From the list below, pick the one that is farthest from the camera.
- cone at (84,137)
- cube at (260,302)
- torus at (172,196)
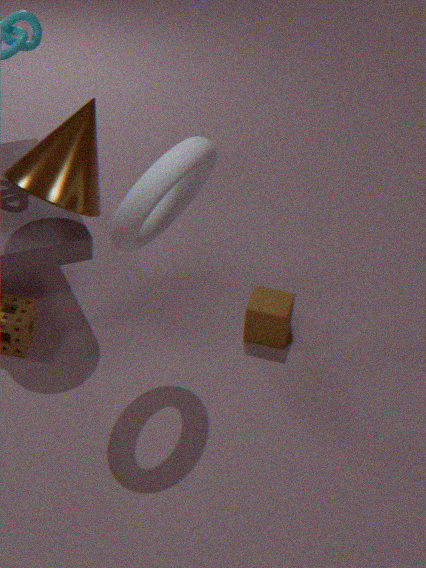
cube at (260,302)
